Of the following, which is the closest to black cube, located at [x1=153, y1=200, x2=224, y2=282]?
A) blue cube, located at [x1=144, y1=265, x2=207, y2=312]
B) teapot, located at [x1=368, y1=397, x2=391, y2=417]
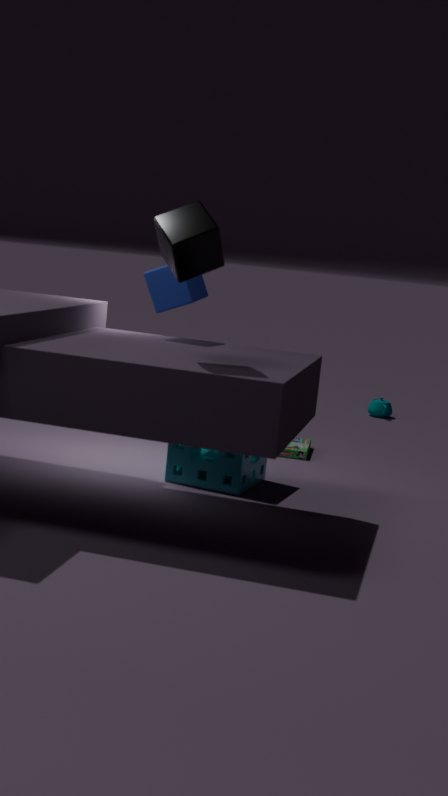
blue cube, located at [x1=144, y1=265, x2=207, y2=312]
